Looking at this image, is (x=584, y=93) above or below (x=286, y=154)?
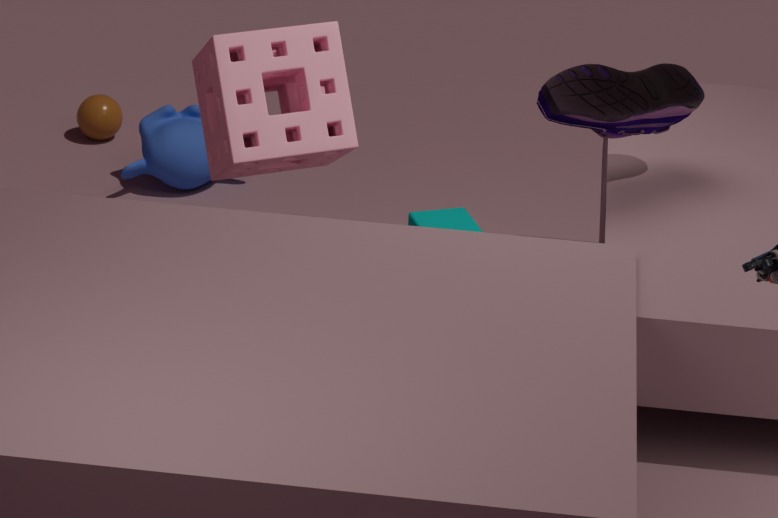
above
